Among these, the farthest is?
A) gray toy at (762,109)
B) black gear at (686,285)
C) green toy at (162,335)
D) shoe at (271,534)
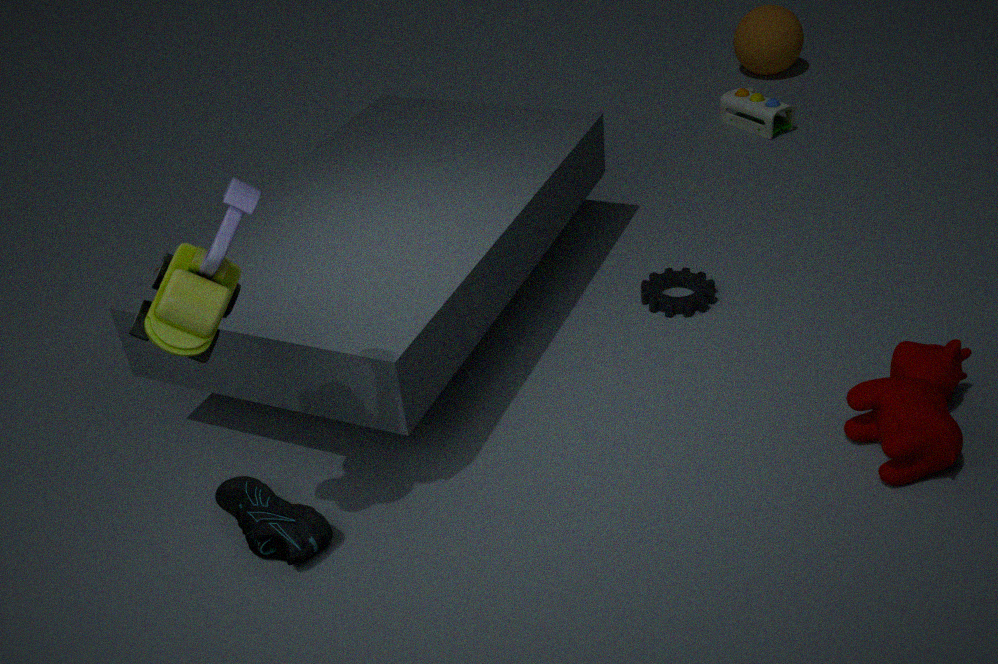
gray toy at (762,109)
